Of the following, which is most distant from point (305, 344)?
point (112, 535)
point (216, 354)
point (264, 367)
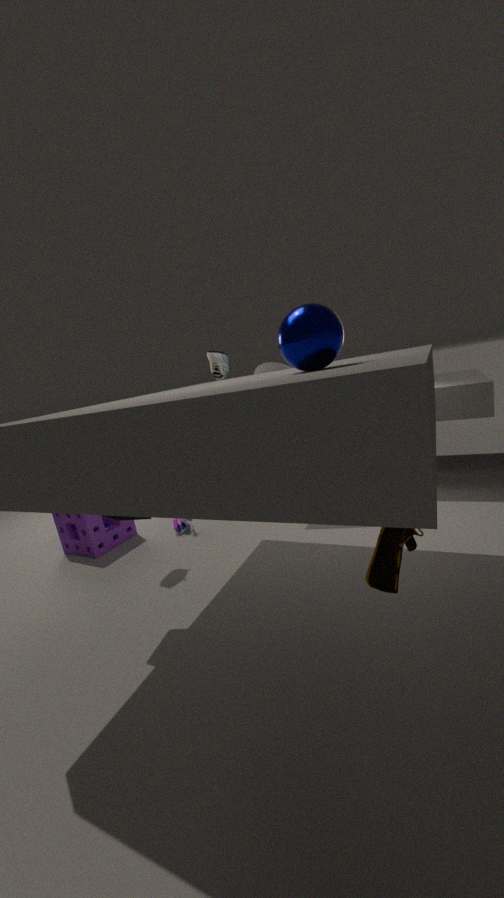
point (216, 354)
